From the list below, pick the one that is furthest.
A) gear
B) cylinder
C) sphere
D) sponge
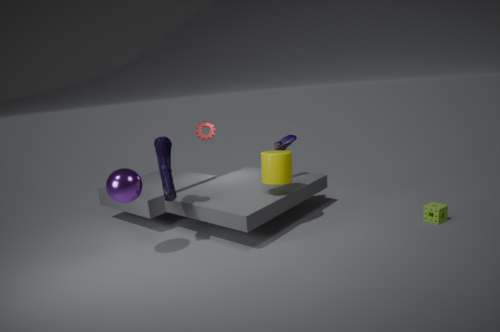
gear
